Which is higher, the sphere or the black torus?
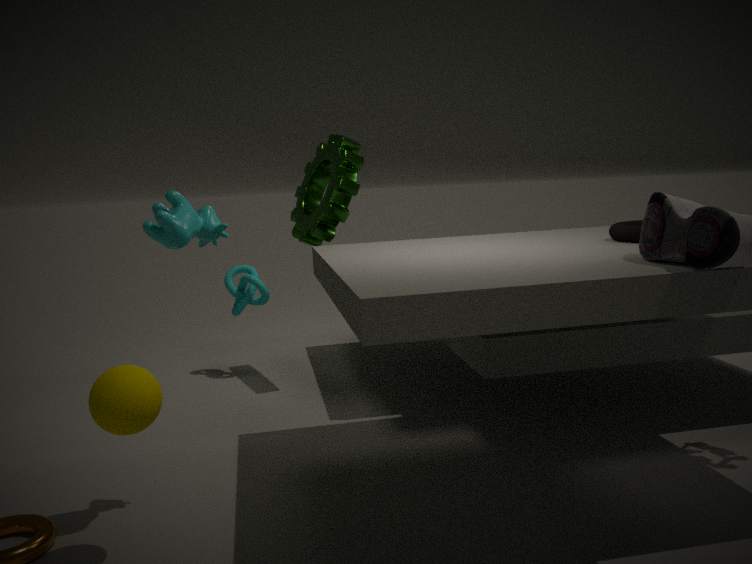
the black torus
